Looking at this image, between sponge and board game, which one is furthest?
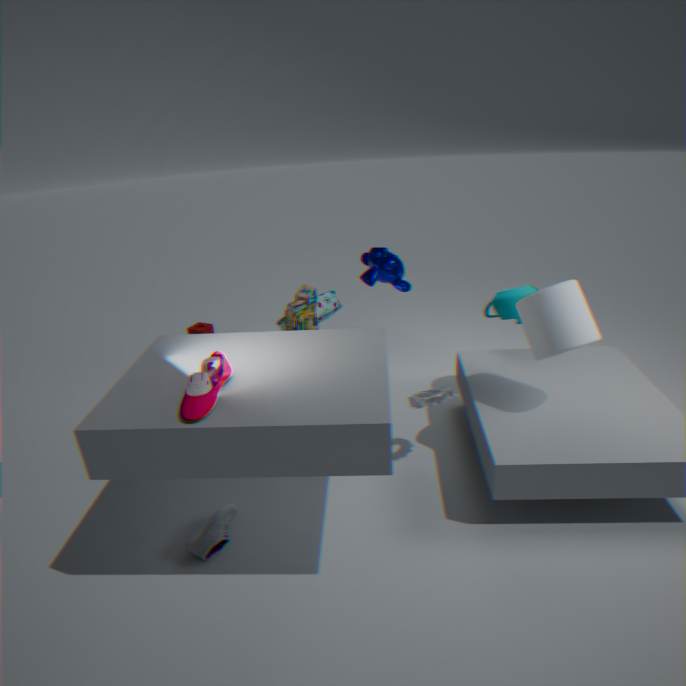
sponge
